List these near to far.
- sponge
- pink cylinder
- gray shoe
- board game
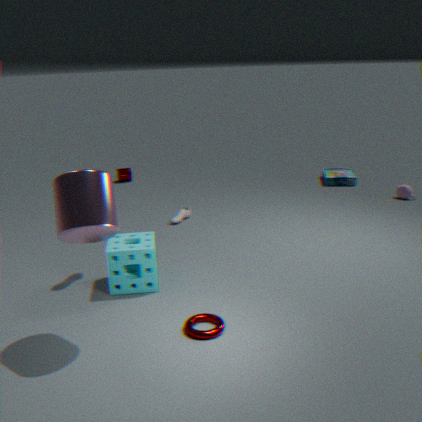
1. pink cylinder
2. sponge
3. gray shoe
4. board game
